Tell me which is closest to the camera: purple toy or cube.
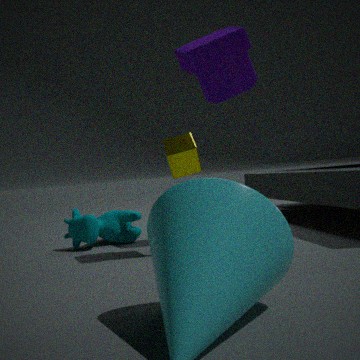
purple toy
